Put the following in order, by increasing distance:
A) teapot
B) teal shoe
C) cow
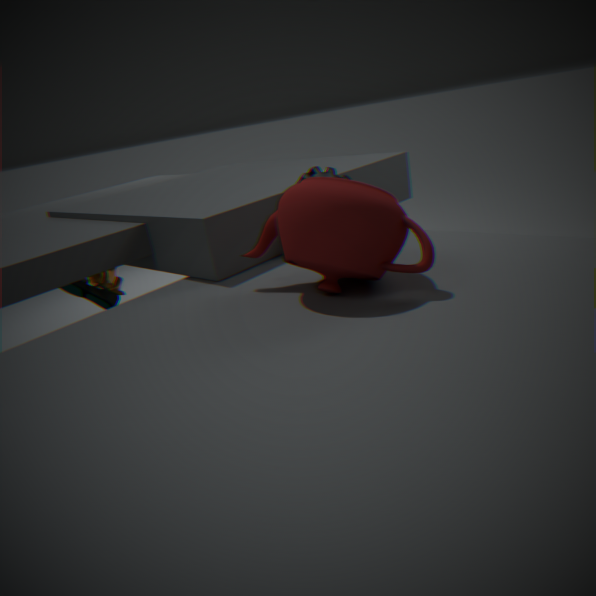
teapot, teal shoe, cow
